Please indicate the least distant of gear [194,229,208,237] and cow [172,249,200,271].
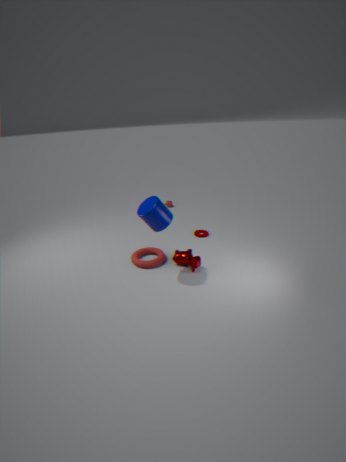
cow [172,249,200,271]
